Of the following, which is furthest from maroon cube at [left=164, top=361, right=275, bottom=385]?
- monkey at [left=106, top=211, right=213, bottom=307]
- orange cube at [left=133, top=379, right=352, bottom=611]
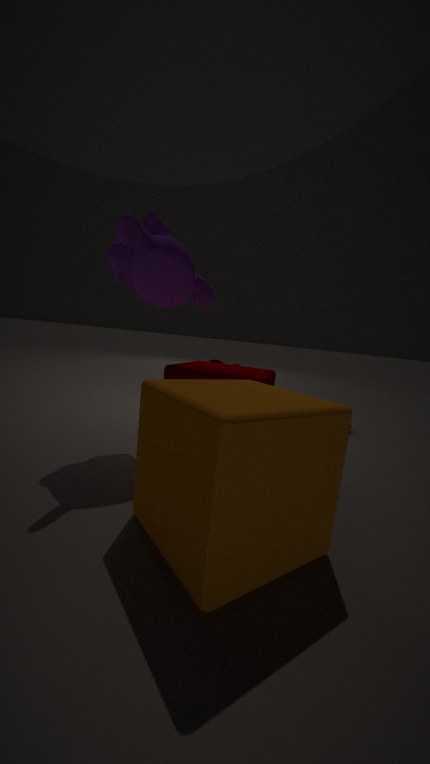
monkey at [left=106, top=211, right=213, bottom=307]
